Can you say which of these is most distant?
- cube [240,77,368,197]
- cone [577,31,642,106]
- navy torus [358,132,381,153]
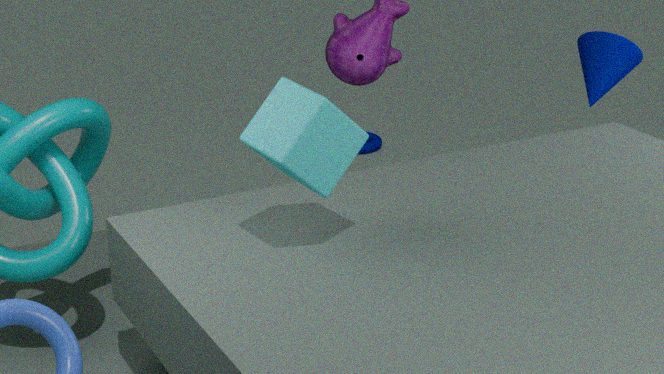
navy torus [358,132,381,153]
